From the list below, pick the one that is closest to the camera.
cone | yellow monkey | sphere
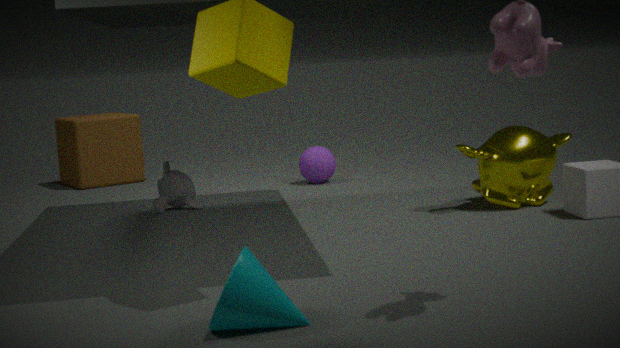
cone
